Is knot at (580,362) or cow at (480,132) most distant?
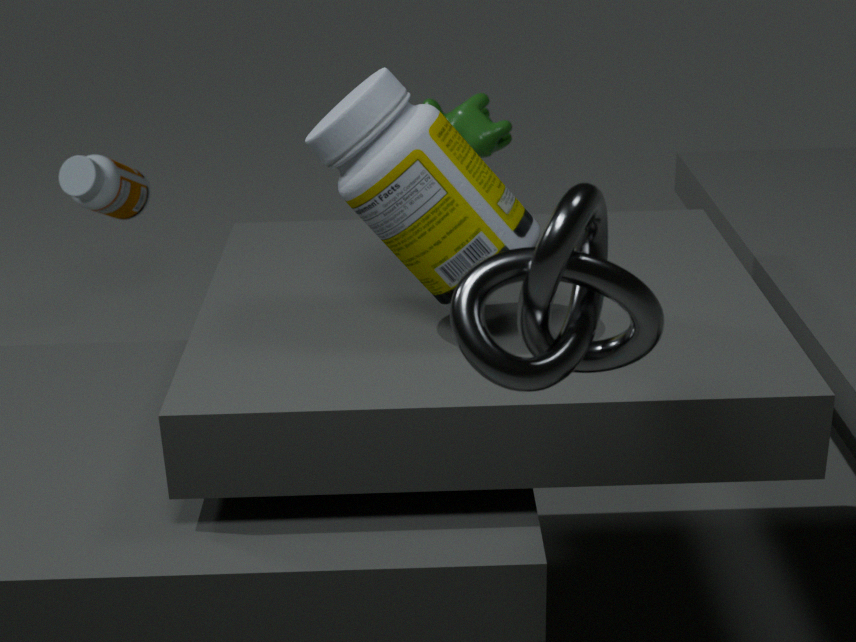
cow at (480,132)
